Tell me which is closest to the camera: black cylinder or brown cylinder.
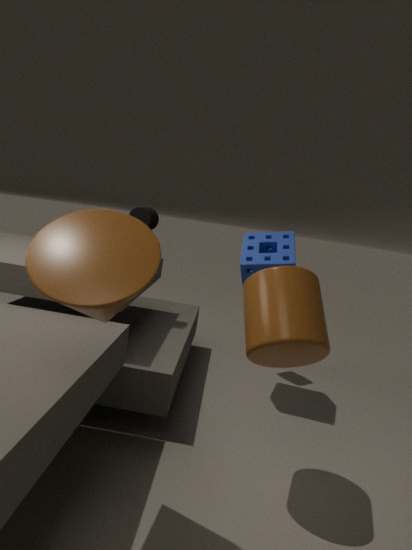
brown cylinder
